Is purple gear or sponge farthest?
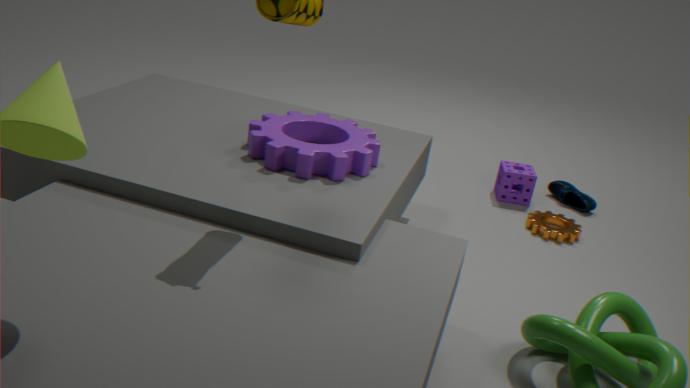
sponge
